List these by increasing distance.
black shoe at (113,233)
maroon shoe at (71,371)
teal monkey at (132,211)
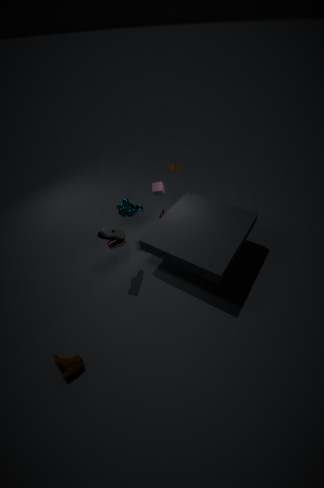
maroon shoe at (71,371)
black shoe at (113,233)
teal monkey at (132,211)
